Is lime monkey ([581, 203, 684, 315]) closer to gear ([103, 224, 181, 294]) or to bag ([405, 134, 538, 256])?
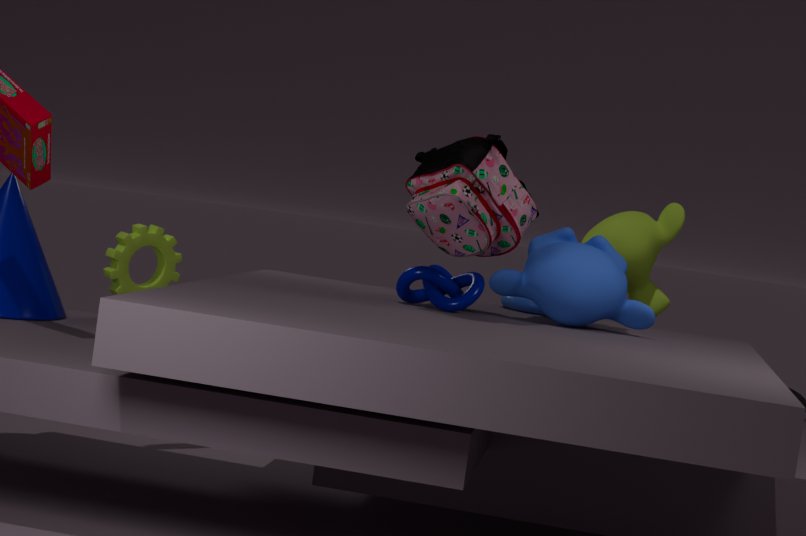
bag ([405, 134, 538, 256])
